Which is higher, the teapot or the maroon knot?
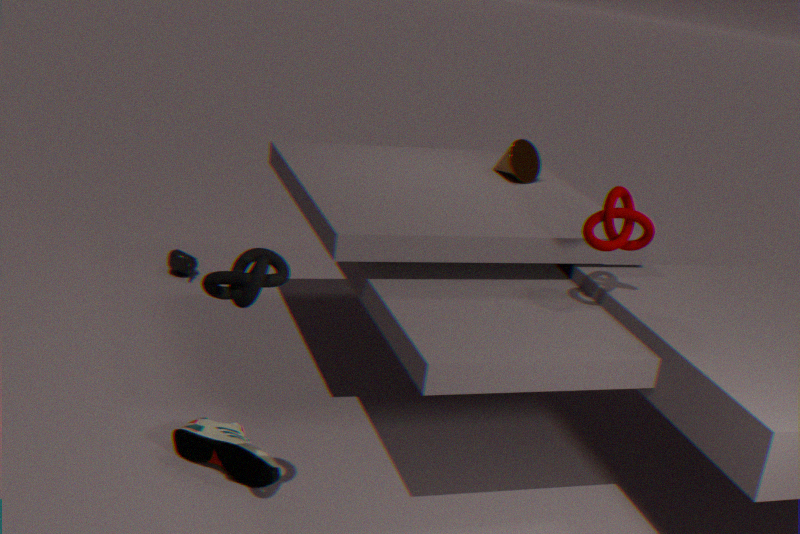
the maroon knot
